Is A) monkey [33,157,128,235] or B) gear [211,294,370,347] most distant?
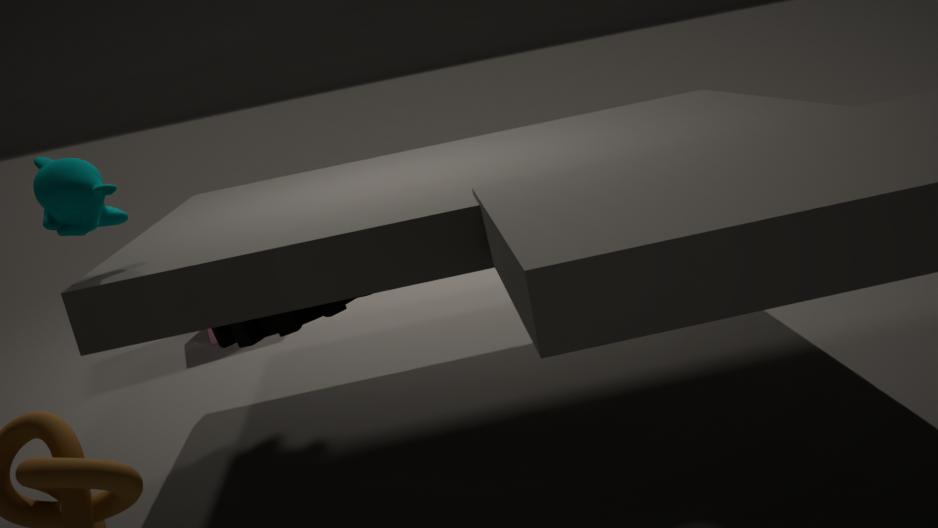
B. gear [211,294,370,347]
